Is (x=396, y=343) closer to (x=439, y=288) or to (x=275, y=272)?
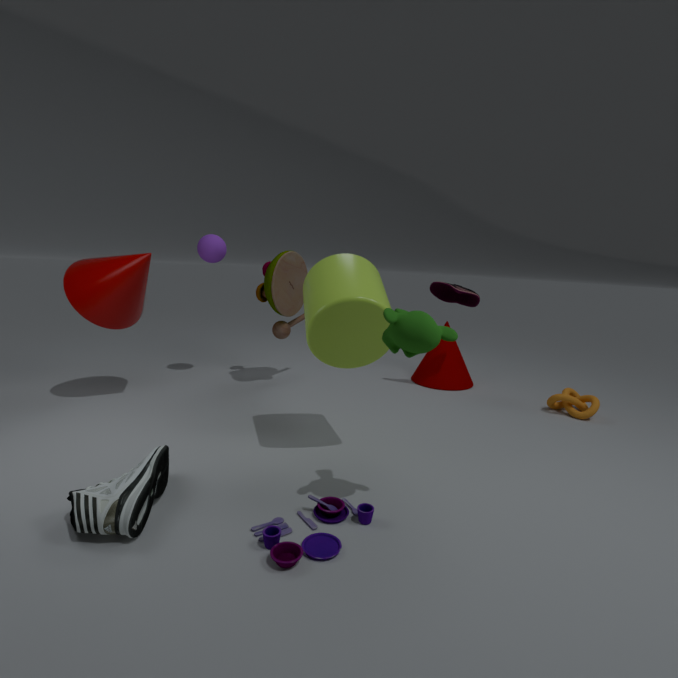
(x=439, y=288)
